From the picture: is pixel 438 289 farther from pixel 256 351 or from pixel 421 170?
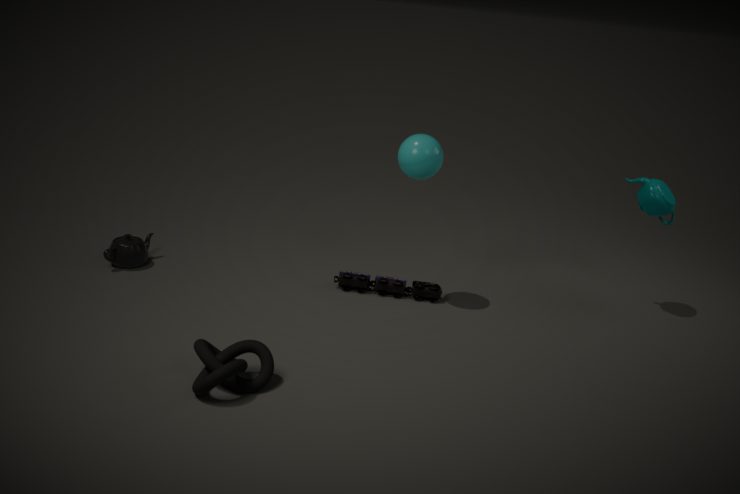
pixel 256 351
